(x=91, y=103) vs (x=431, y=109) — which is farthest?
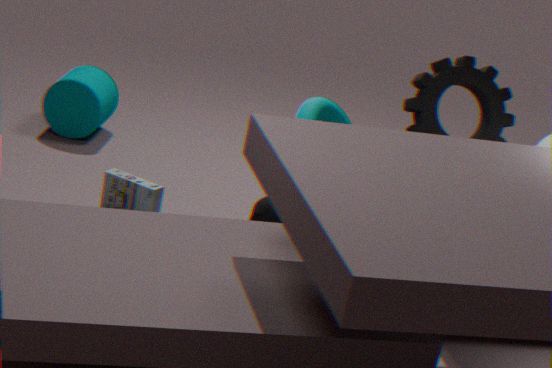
(x=91, y=103)
